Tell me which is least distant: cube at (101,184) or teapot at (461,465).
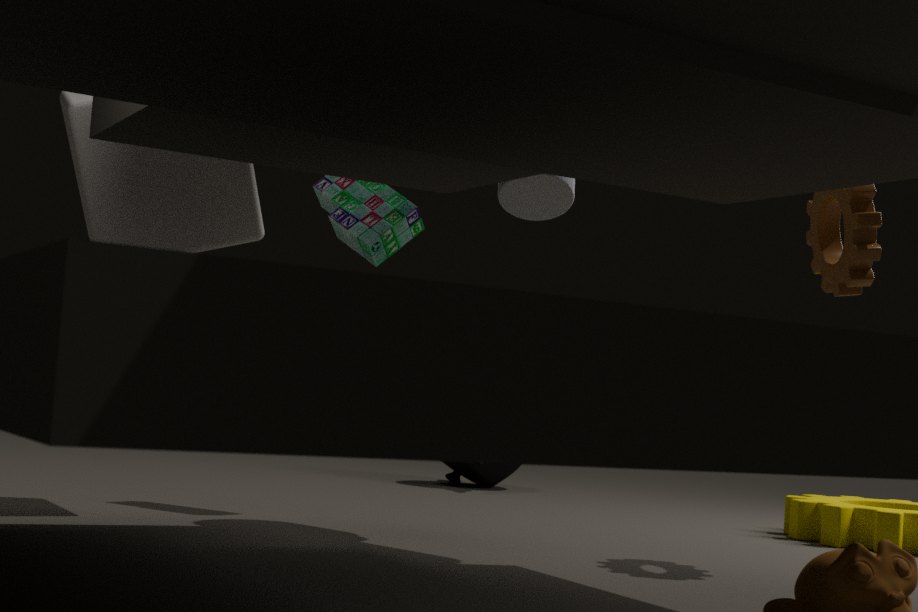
cube at (101,184)
